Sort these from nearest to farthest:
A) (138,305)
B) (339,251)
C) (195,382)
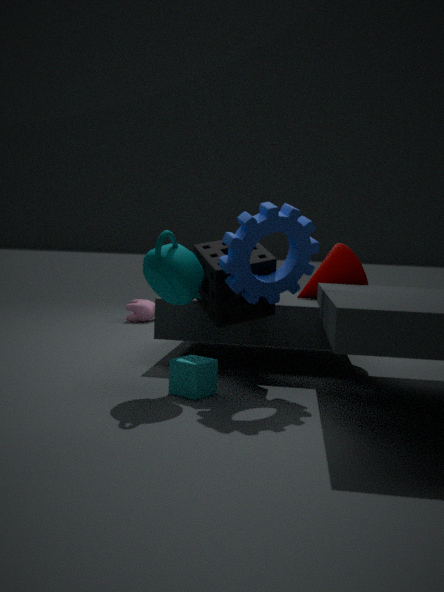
(195,382) → (339,251) → (138,305)
